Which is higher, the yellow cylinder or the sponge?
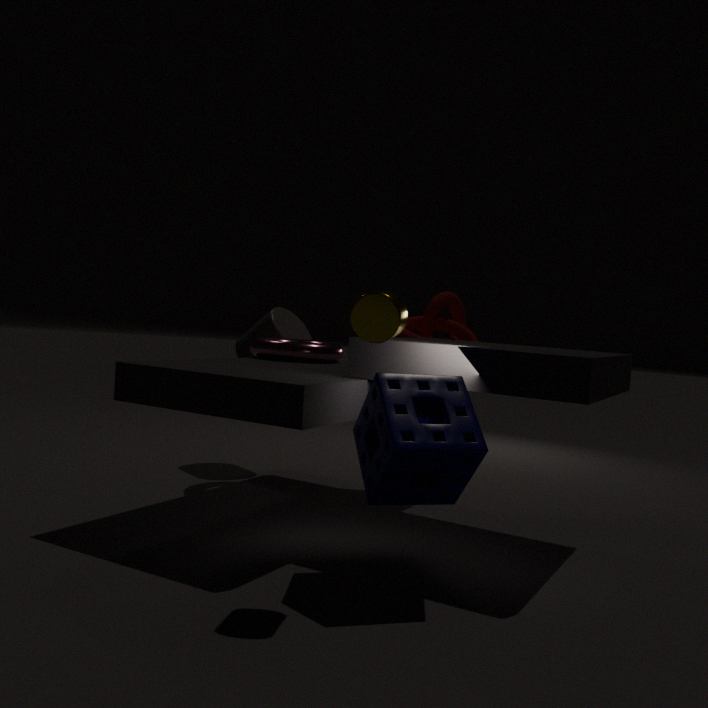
the yellow cylinder
